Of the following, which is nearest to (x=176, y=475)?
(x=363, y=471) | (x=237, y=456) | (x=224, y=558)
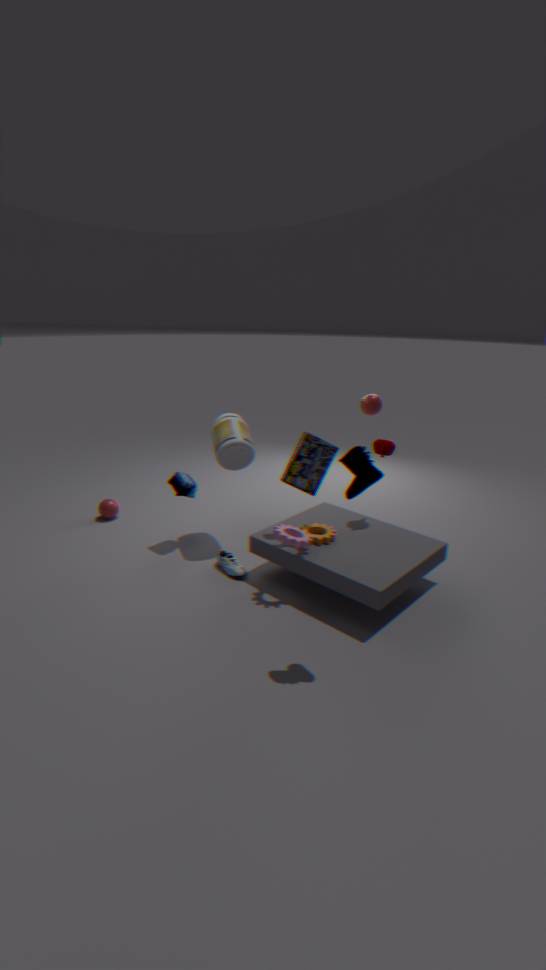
(x=237, y=456)
